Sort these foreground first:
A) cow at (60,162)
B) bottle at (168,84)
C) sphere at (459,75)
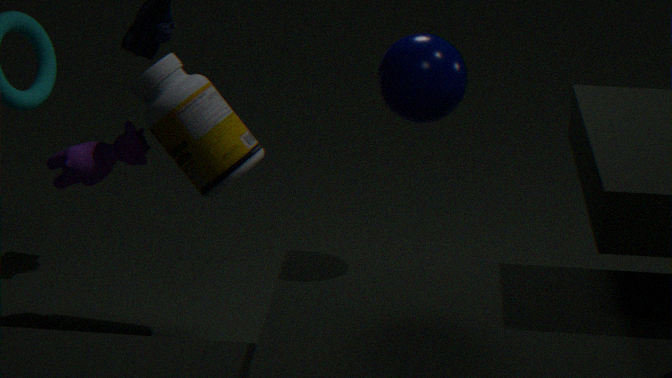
1. sphere at (459,75)
2. bottle at (168,84)
3. cow at (60,162)
